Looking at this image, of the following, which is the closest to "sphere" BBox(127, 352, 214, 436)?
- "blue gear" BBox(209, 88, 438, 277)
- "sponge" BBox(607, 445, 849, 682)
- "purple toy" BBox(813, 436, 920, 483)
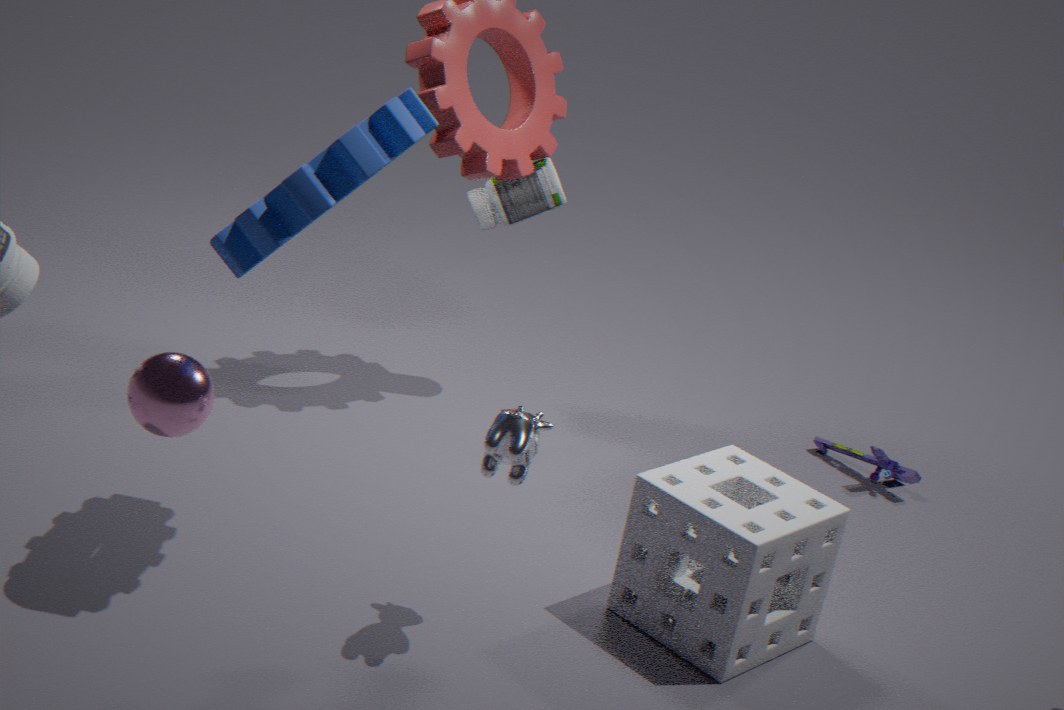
"blue gear" BBox(209, 88, 438, 277)
